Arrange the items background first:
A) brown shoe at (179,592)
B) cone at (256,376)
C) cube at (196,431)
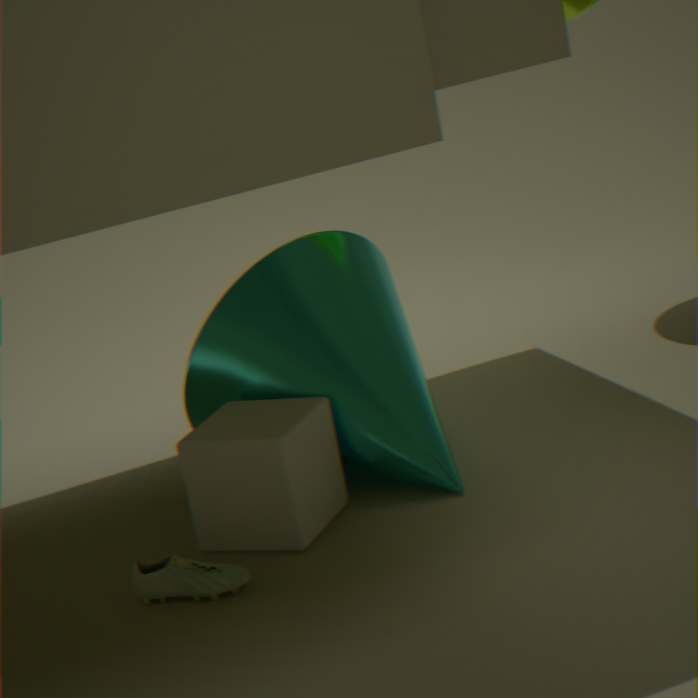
cone at (256,376) → cube at (196,431) → brown shoe at (179,592)
